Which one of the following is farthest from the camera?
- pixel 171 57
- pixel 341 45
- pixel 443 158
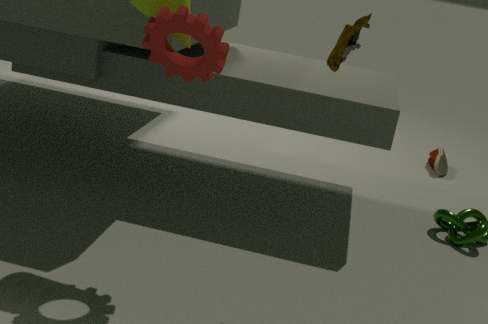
pixel 443 158
